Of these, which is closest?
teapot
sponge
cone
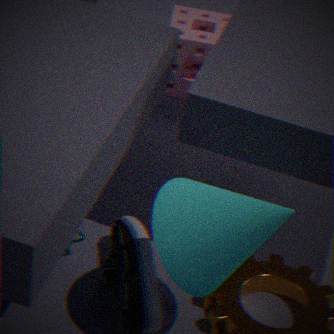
cone
